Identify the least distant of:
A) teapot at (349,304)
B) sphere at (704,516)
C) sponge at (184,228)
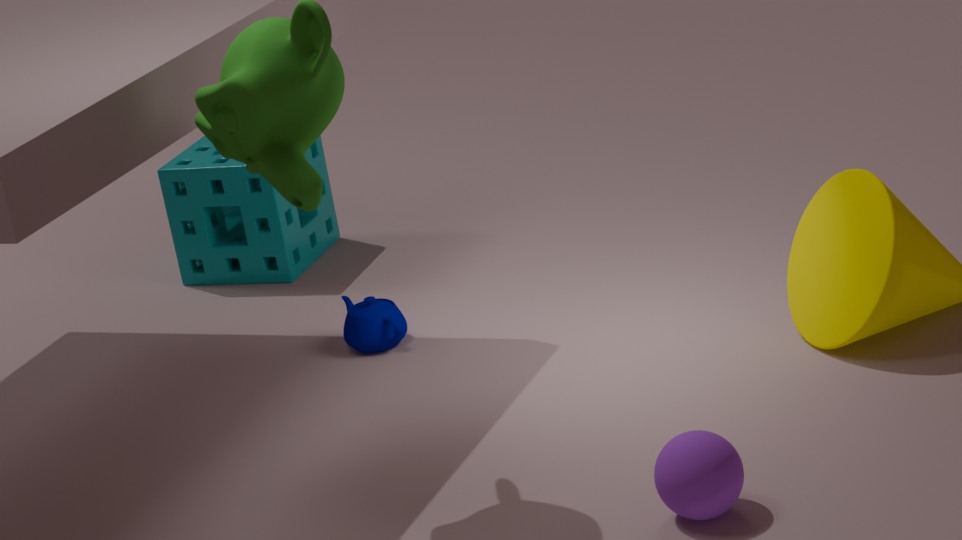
sphere at (704,516)
